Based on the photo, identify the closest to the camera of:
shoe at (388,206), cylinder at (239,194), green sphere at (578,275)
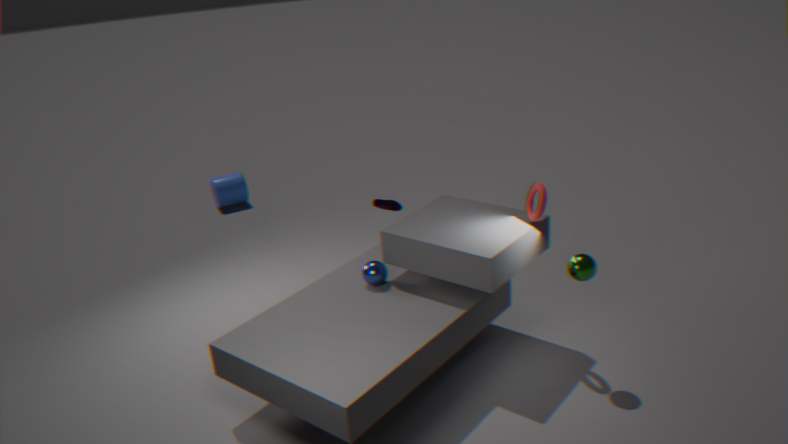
green sphere at (578,275)
